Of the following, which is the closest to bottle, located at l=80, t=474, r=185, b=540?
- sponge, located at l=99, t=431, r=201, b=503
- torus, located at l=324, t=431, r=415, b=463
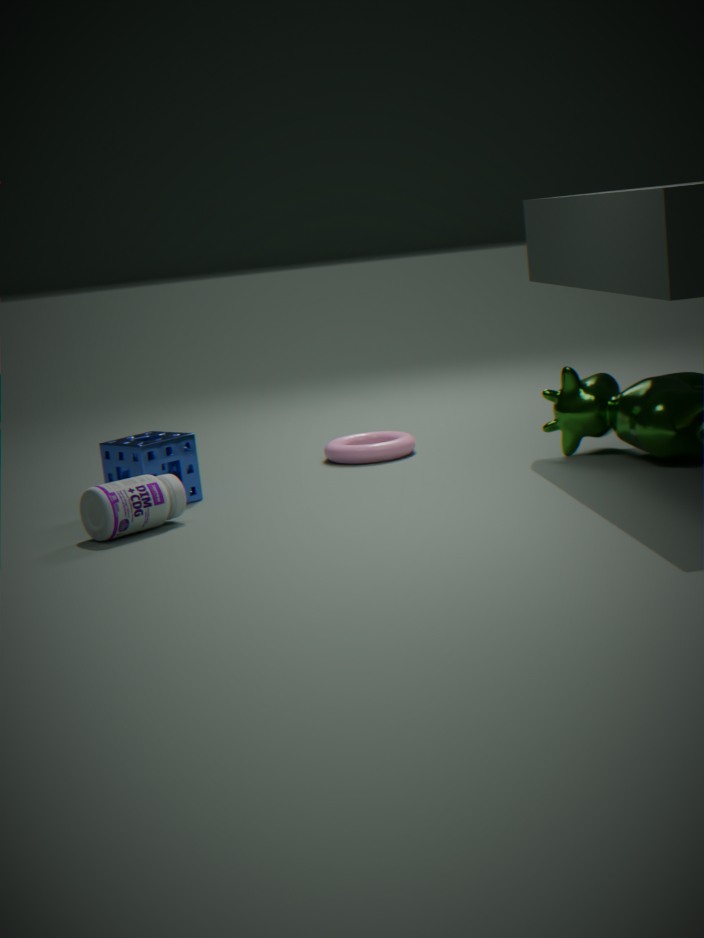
sponge, located at l=99, t=431, r=201, b=503
